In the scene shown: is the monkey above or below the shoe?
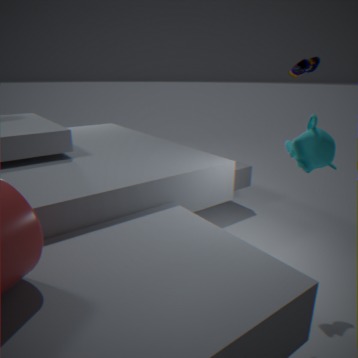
below
